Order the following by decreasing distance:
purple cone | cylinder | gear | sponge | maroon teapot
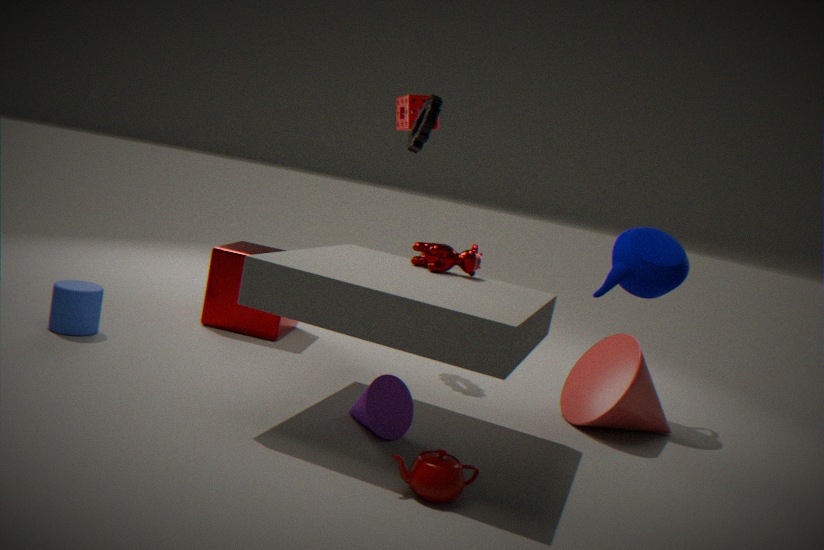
sponge < gear < cylinder < purple cone < maroon teapot
